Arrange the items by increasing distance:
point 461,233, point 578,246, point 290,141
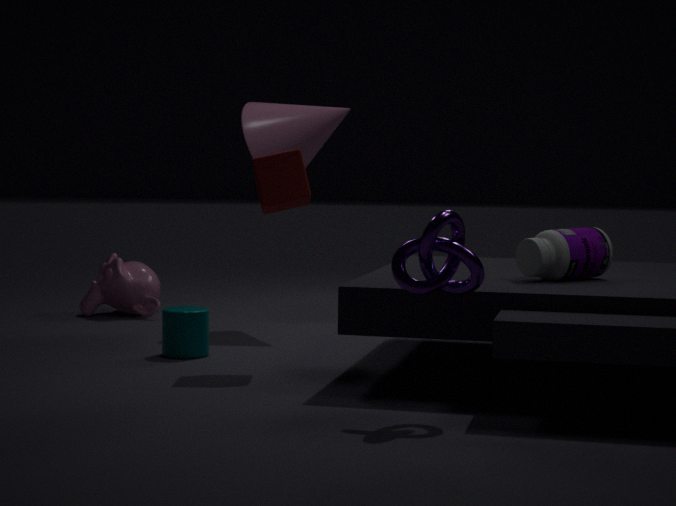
point 461,233 → point 578,246 → point 290,141
